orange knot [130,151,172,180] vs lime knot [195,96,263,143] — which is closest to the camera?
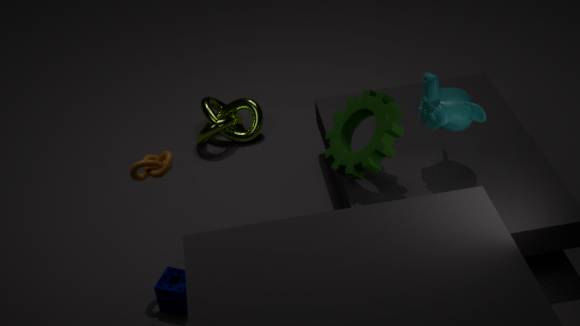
orange knot [130,151,172,180]
